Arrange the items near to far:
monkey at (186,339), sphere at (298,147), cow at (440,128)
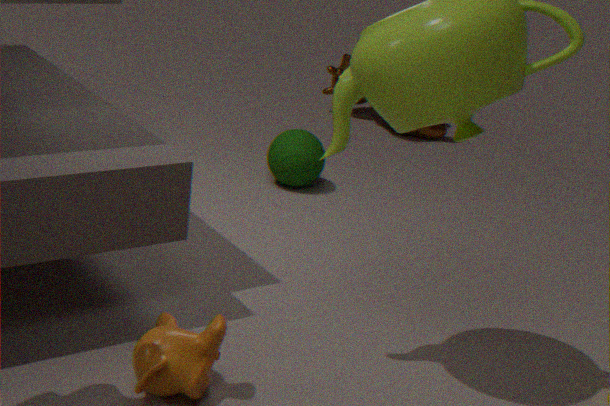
monkey at (186,339), sphere at (298,147), cow at (440,128)
